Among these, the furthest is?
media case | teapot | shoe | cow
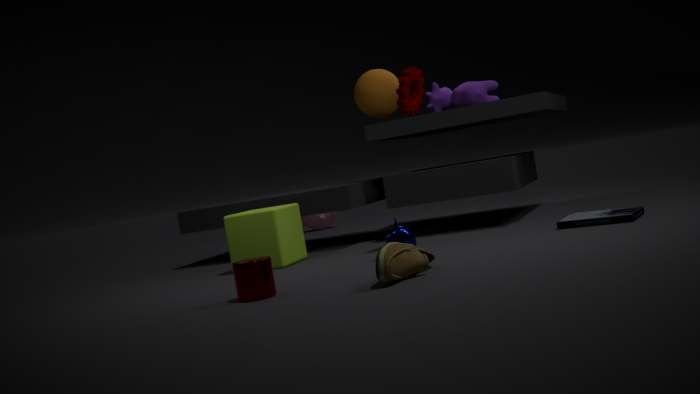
teapot
